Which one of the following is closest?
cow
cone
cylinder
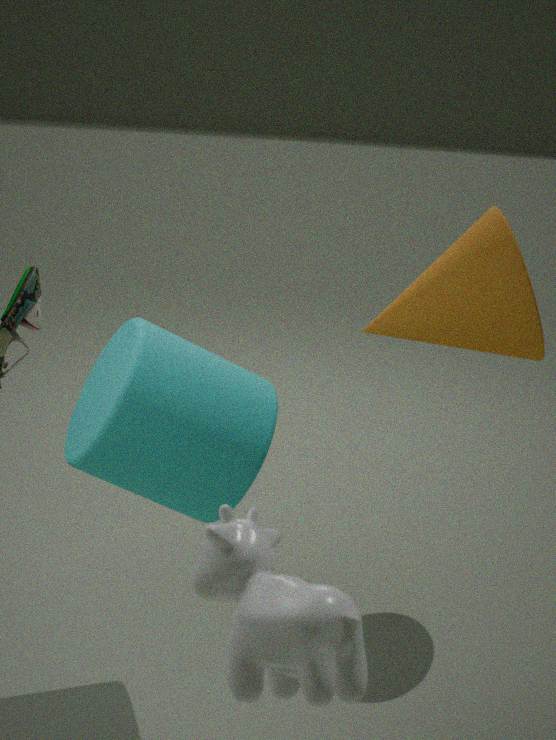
cow
